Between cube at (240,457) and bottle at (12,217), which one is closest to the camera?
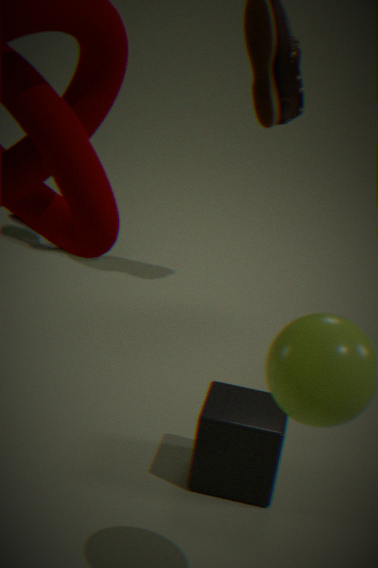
cube at (240,457)
